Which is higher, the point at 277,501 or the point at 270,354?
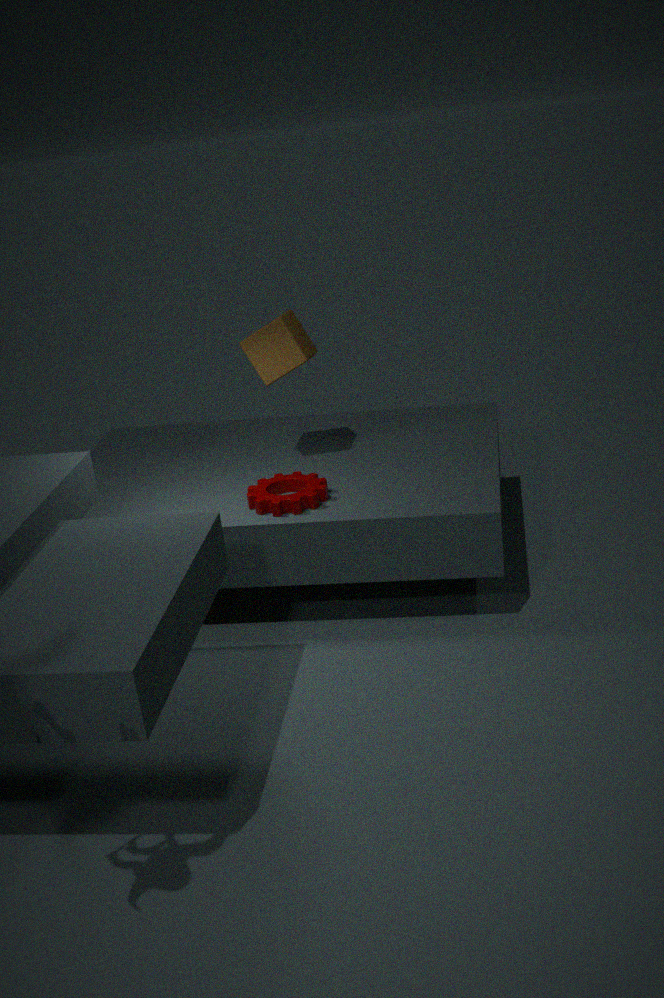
the point at 270,354
